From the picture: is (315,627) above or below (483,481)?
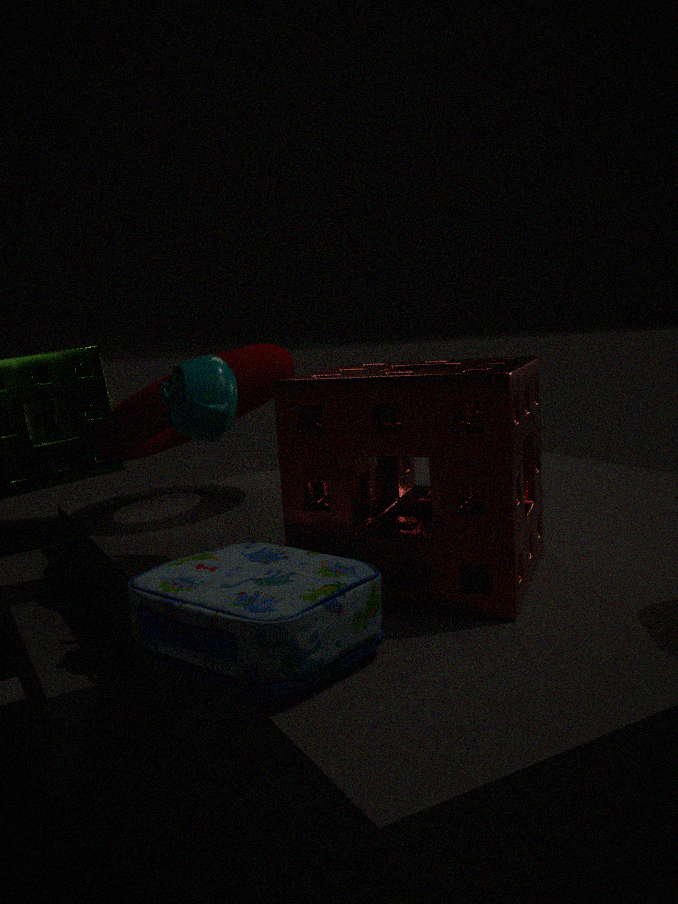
below
